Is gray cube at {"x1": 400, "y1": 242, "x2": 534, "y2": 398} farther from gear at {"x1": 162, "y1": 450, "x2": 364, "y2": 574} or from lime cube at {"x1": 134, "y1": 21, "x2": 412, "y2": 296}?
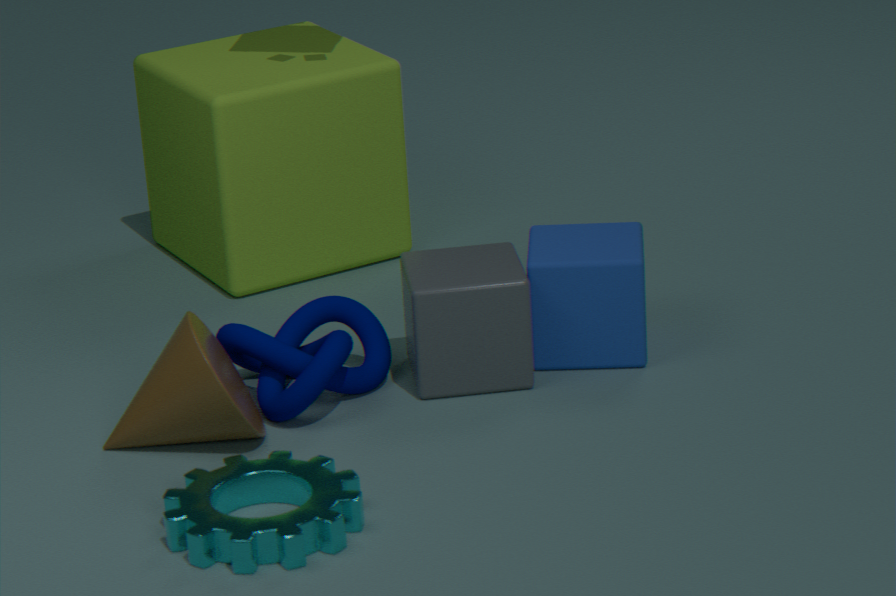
lime cube at {"x1": 134, "y1": 21, "x2": 412, "y2": 296}
